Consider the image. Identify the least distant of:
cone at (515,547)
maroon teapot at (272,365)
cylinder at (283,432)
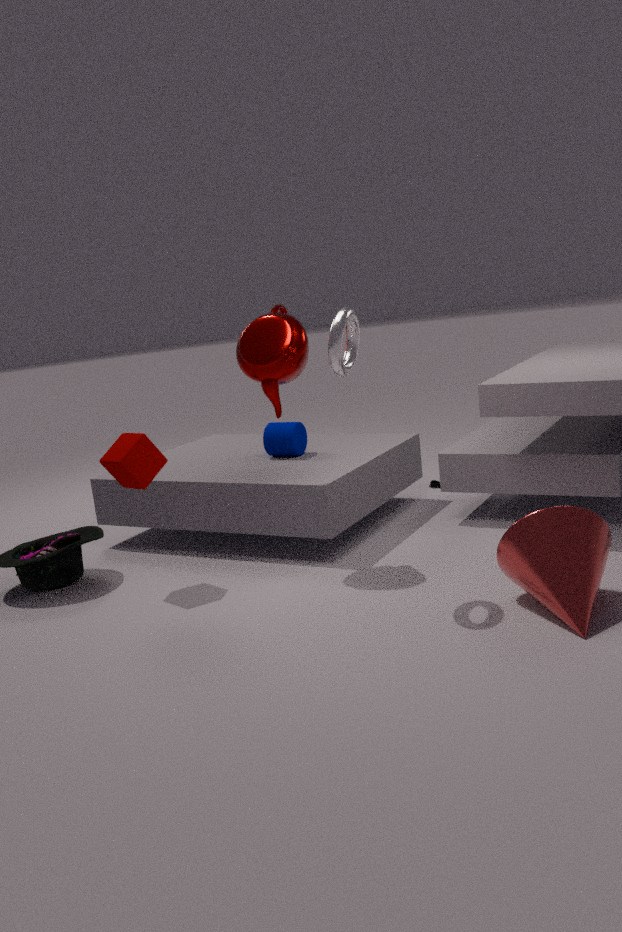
cone at (515,547)
